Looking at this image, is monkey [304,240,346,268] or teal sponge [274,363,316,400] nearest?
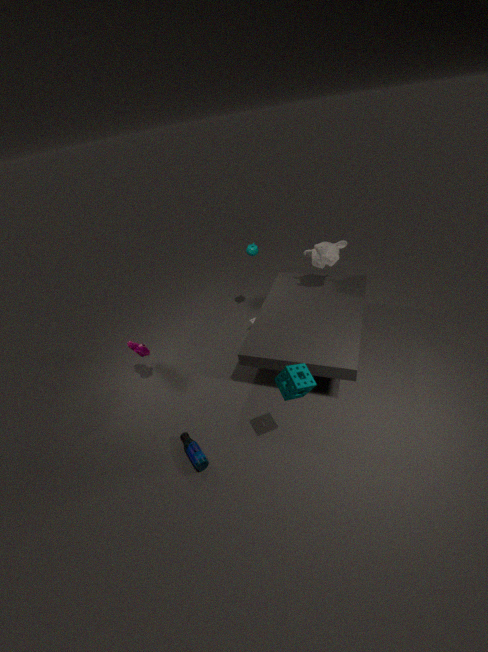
teal sponge [274,363,316,400]
